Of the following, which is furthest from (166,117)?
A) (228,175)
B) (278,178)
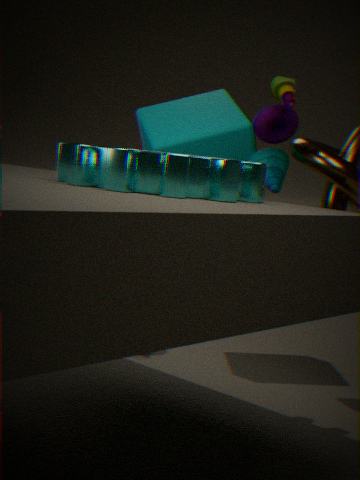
(228,175)
